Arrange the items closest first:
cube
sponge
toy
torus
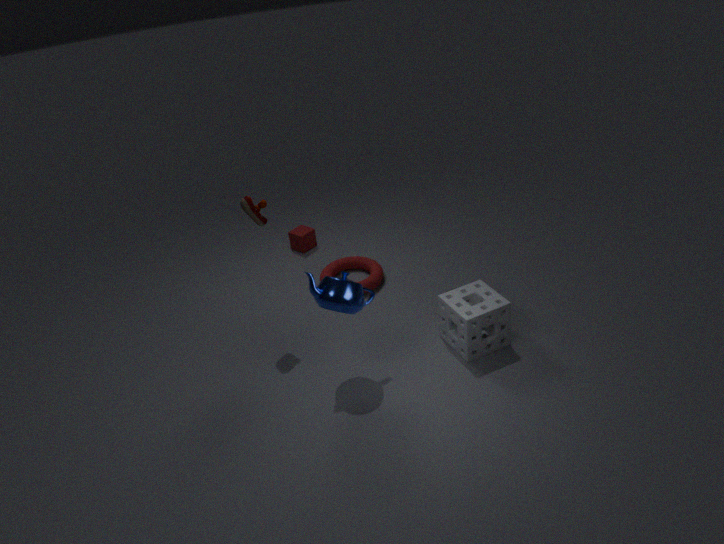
sponge → toy → torus → cube
